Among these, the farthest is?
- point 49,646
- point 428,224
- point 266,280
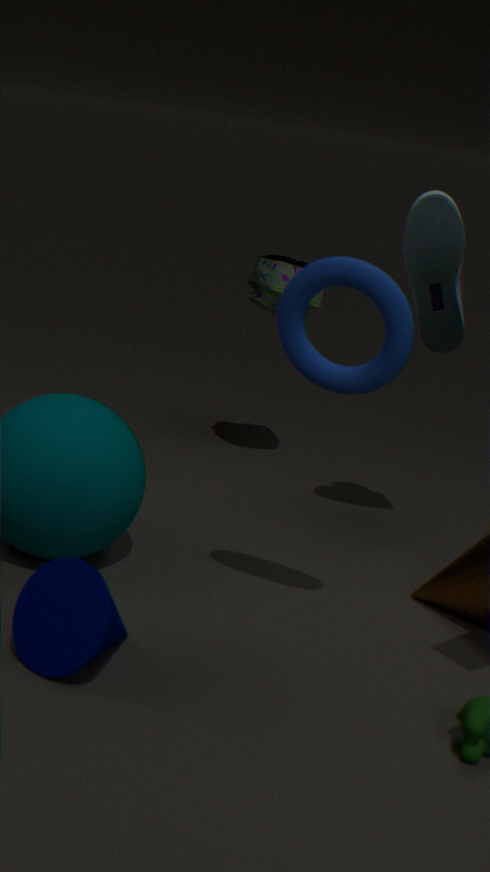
point 266,280
